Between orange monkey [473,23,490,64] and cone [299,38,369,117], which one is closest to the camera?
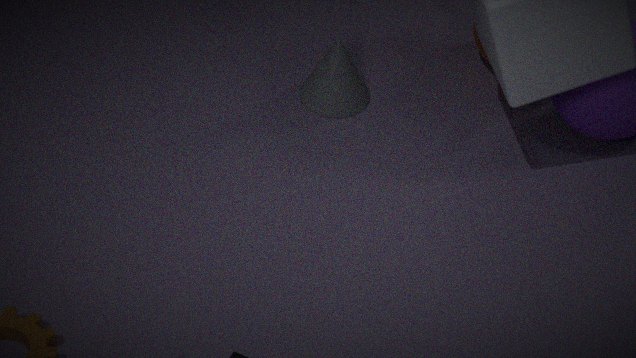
cone [299,38,369,117]
